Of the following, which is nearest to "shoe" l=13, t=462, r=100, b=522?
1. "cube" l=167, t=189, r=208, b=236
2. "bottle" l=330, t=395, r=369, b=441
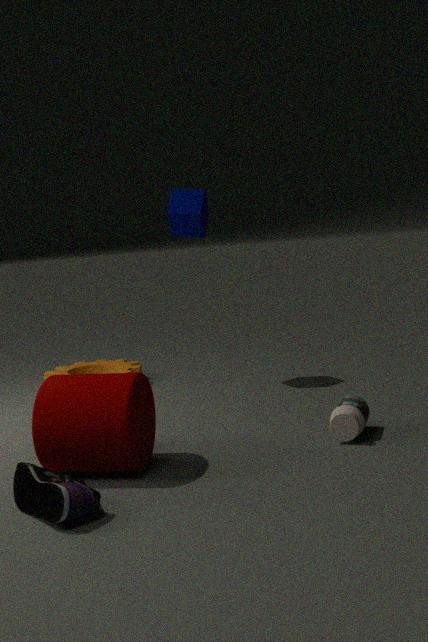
"bottle" l=330, t=395, r=369, b=441
